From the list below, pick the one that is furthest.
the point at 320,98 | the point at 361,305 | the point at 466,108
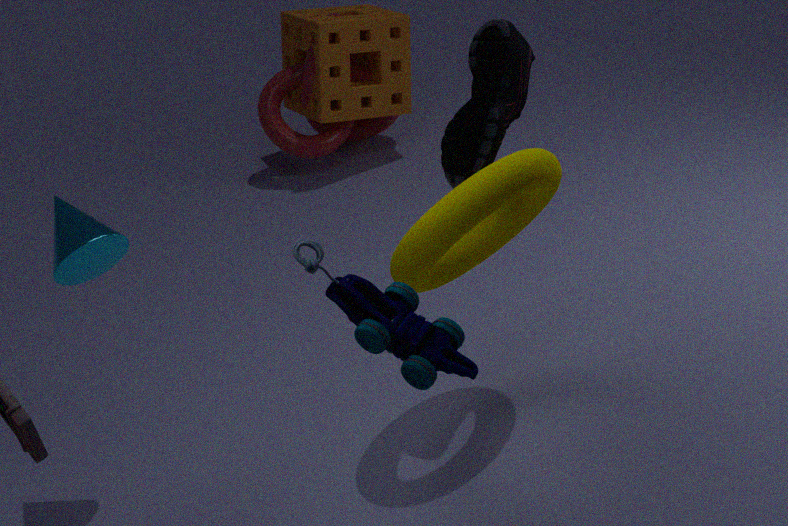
the point at 320,98
